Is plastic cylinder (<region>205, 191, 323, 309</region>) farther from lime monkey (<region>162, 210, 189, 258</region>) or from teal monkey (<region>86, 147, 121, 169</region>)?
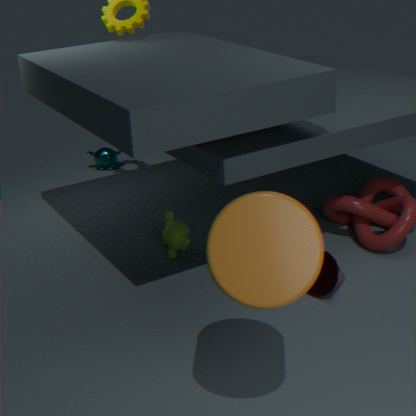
teal monkey (<region>86, 147, 121, 169</region>)
